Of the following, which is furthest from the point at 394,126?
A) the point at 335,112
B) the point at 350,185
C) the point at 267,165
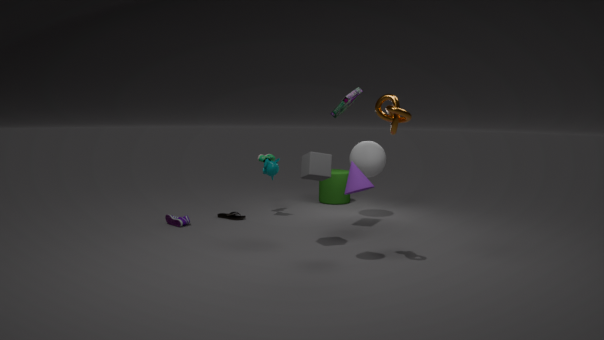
the point at 267,165
